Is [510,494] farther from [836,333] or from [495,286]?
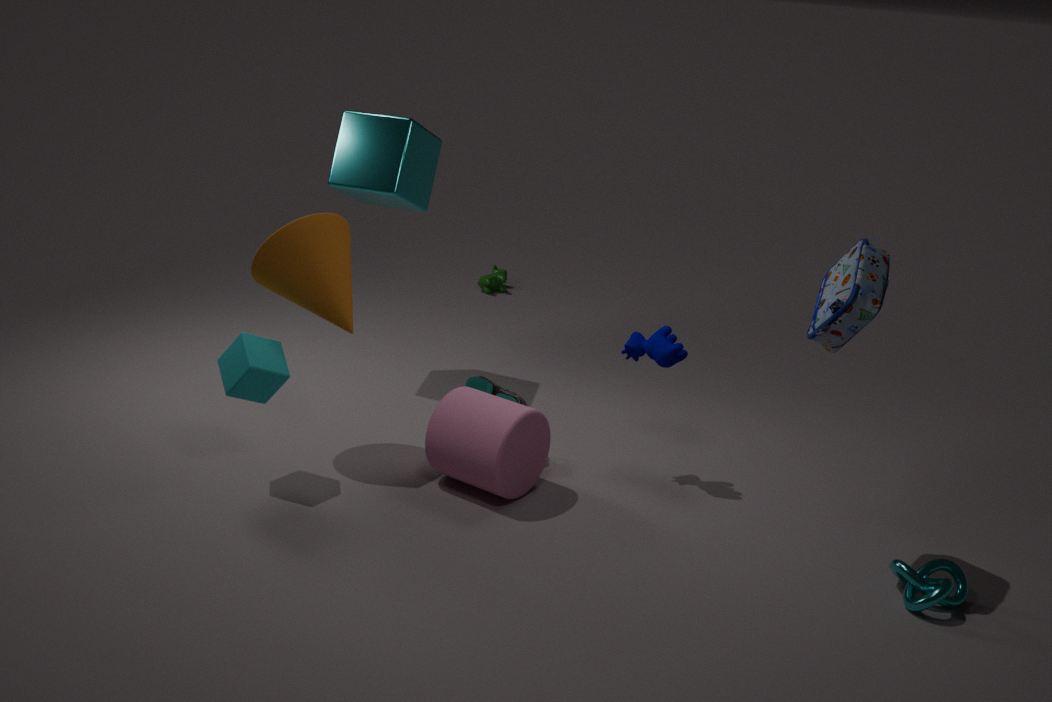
[495,286]
